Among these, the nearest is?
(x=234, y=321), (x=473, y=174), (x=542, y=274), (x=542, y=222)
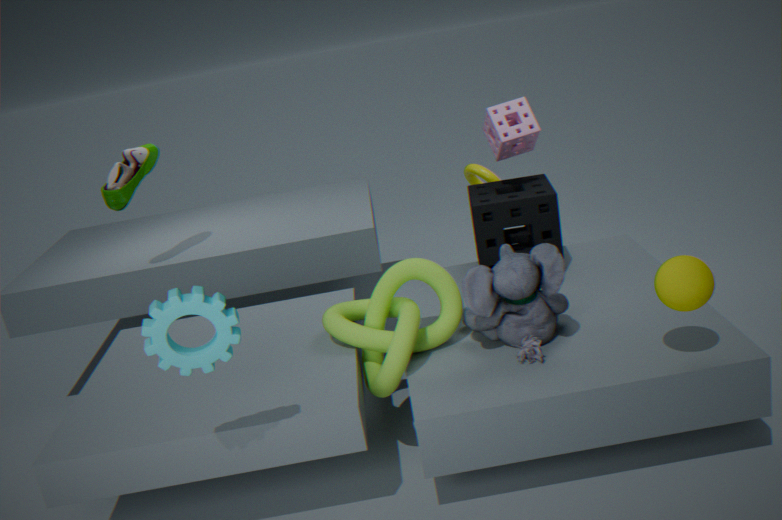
(x=234, y=321)
